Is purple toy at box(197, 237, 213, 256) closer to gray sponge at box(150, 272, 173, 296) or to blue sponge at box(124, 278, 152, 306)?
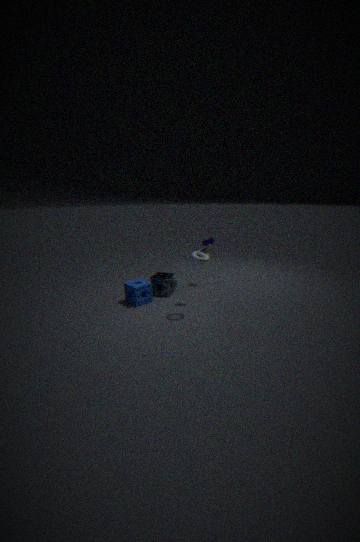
gray sponge at box(150, 272, 173, 296)
